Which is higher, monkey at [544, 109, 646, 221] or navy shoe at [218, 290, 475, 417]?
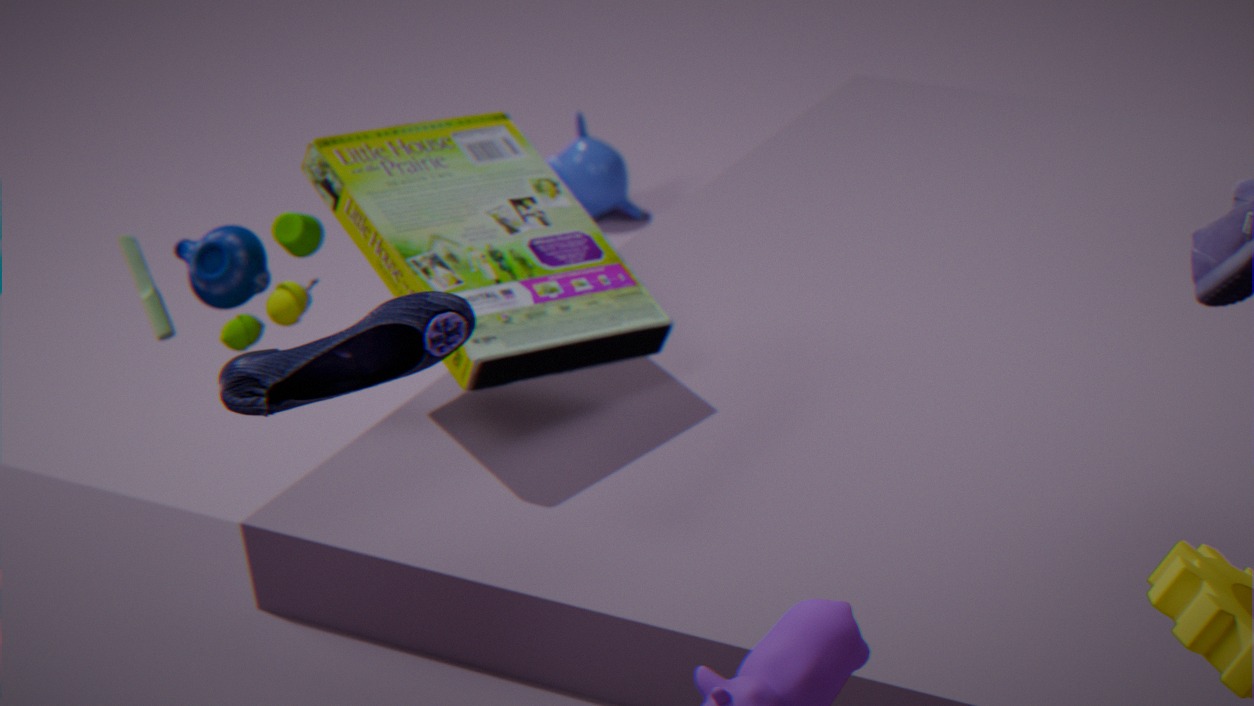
navy shoe at [218, 290, 475, 417]
